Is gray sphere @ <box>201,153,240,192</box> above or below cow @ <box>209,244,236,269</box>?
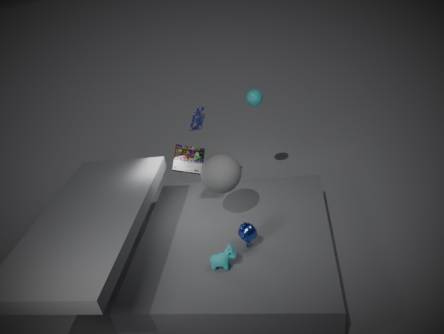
above
